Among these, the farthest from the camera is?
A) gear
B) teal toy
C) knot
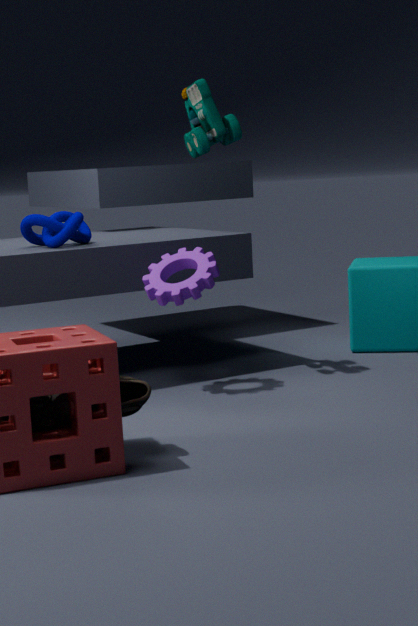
knot
